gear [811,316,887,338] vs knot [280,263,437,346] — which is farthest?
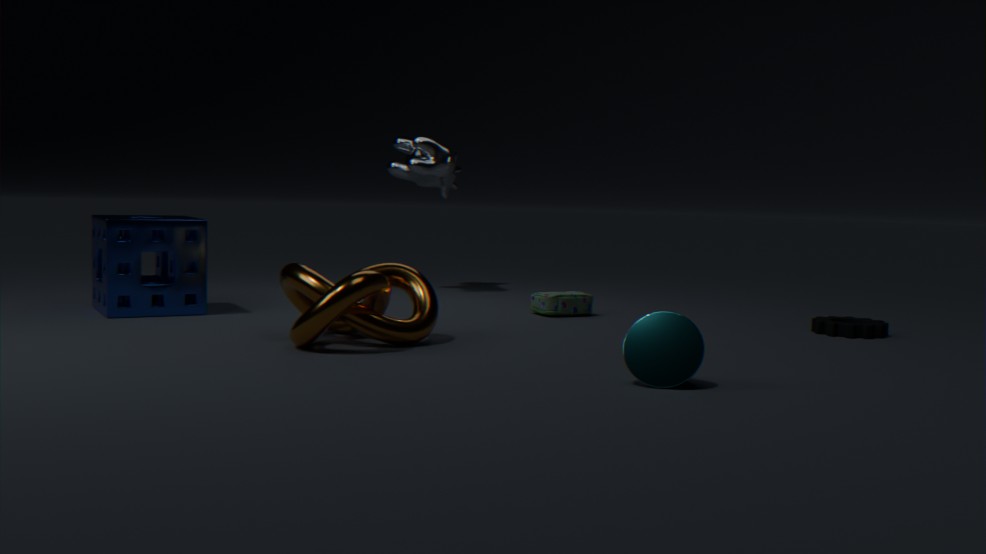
gear [811,316,887,338]
